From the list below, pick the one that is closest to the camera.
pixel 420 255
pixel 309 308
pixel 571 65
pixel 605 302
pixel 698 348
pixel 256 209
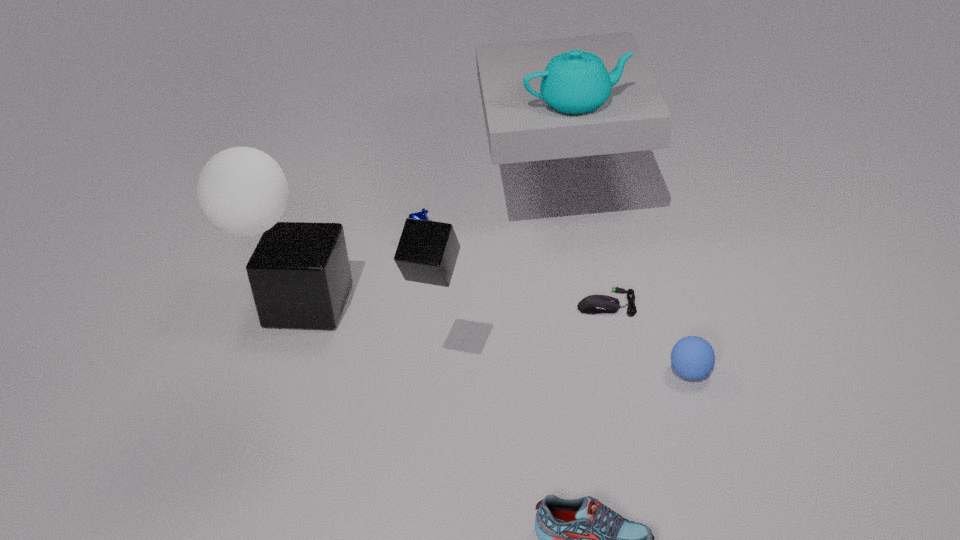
pixel 420 255
